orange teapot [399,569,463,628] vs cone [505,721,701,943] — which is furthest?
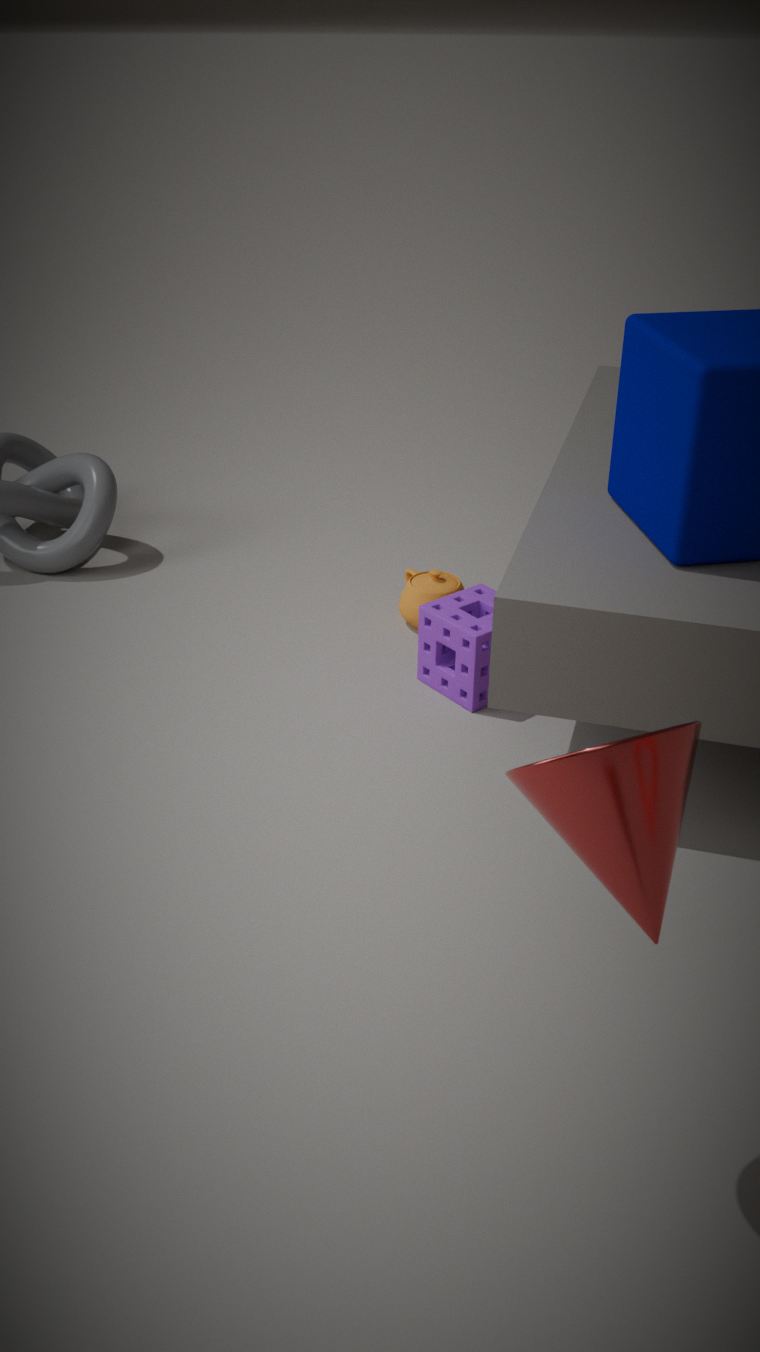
orange teapot [399,569,463,628]
